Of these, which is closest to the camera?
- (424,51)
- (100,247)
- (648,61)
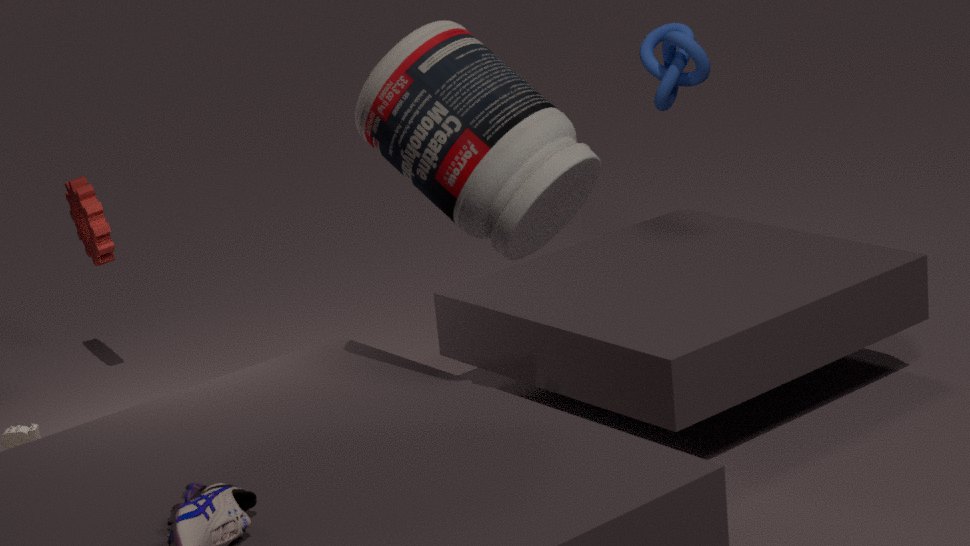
(424,51)
